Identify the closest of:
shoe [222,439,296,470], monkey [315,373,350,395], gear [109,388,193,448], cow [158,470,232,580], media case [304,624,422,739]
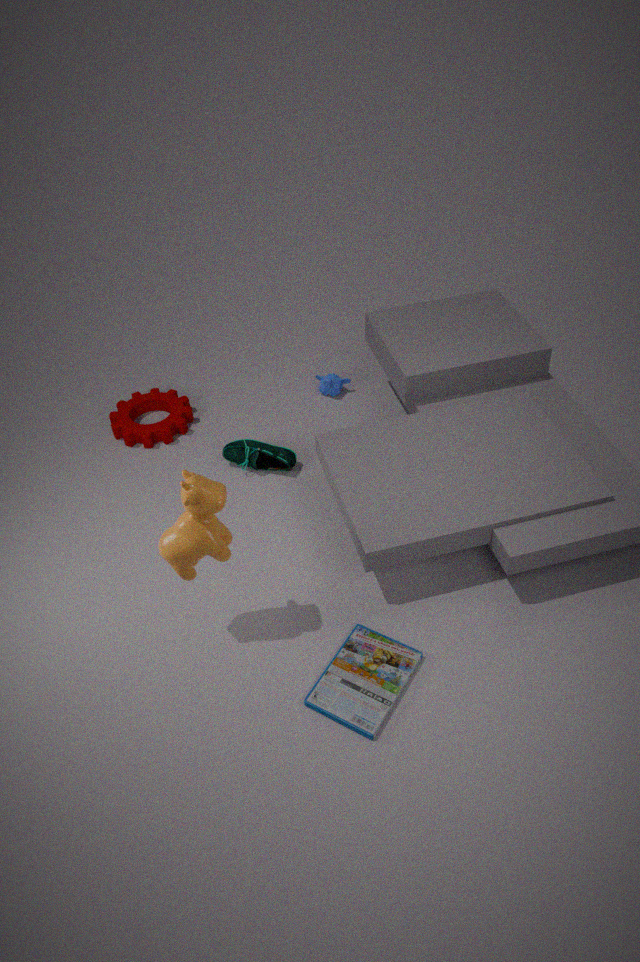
cow [158,470,232,580]
